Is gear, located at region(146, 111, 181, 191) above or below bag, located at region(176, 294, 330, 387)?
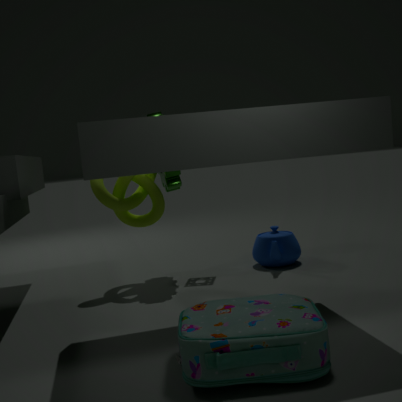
above
